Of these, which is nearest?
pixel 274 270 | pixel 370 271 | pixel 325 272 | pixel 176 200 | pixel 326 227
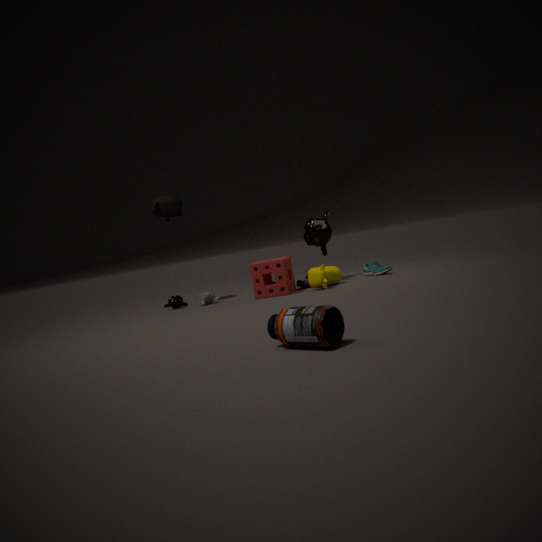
pixel 325 272
